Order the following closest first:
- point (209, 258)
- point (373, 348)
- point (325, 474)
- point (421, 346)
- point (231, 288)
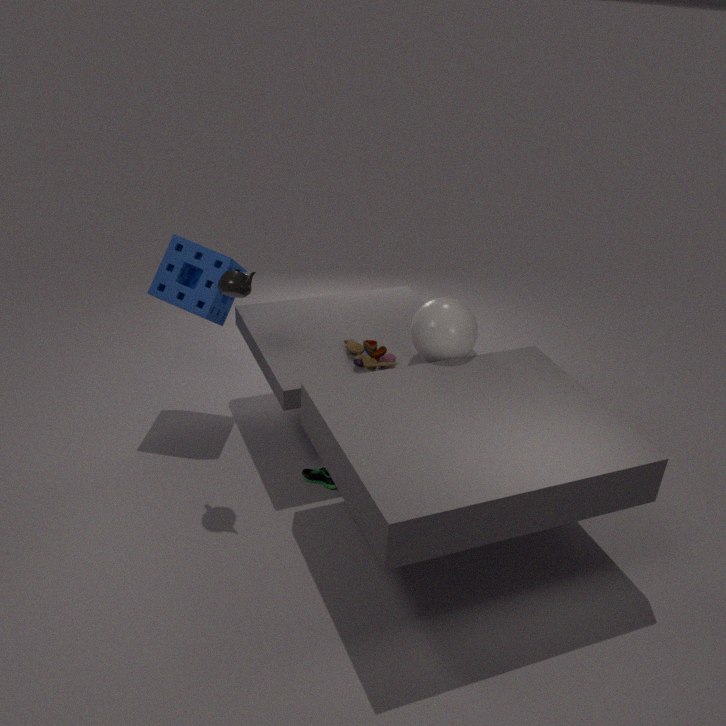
point (231, 288) < point (325, 474) < point (421, 346) < point (209, 258) < point (373, 348)
